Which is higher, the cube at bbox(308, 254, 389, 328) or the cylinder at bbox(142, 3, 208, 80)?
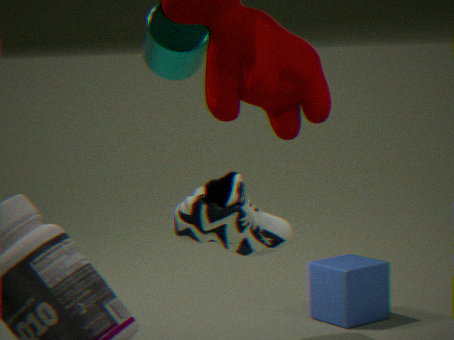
the cylinder at bbox(142, 3, 208, 80)
